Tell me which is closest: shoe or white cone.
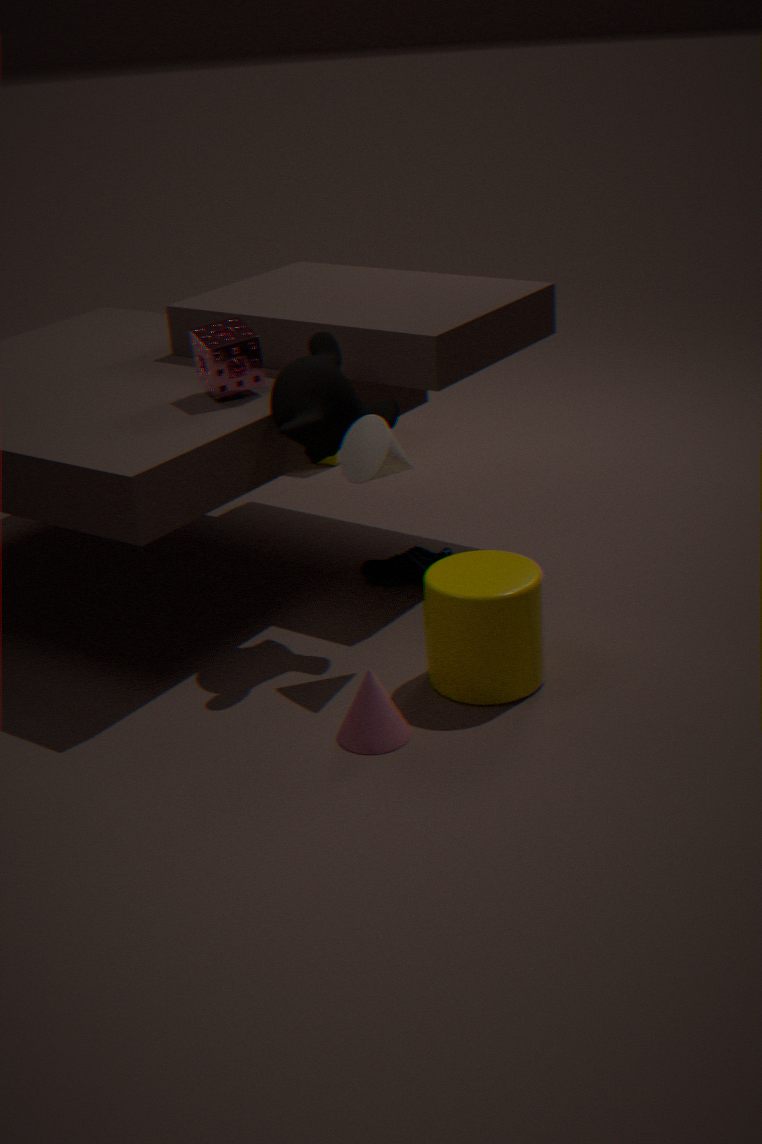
white cone
